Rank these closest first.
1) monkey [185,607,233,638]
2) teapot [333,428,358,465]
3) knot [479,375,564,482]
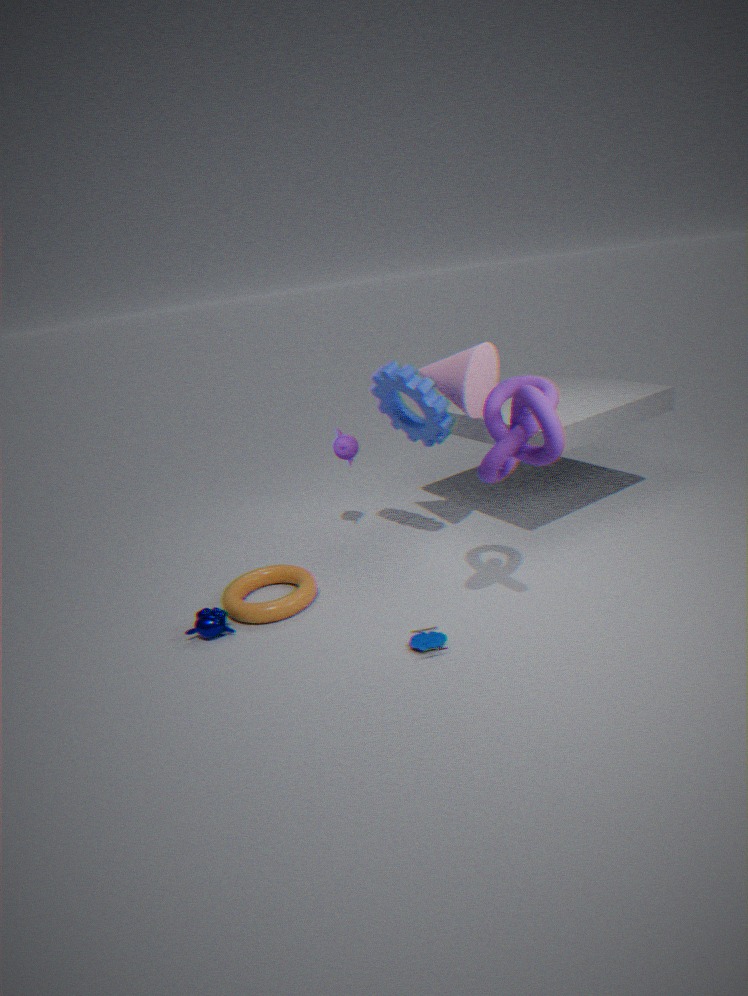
3. knot [479,375,564,482] → 1. monkey [185,607,233,638] → 2. teapot [333,428,358,465]
